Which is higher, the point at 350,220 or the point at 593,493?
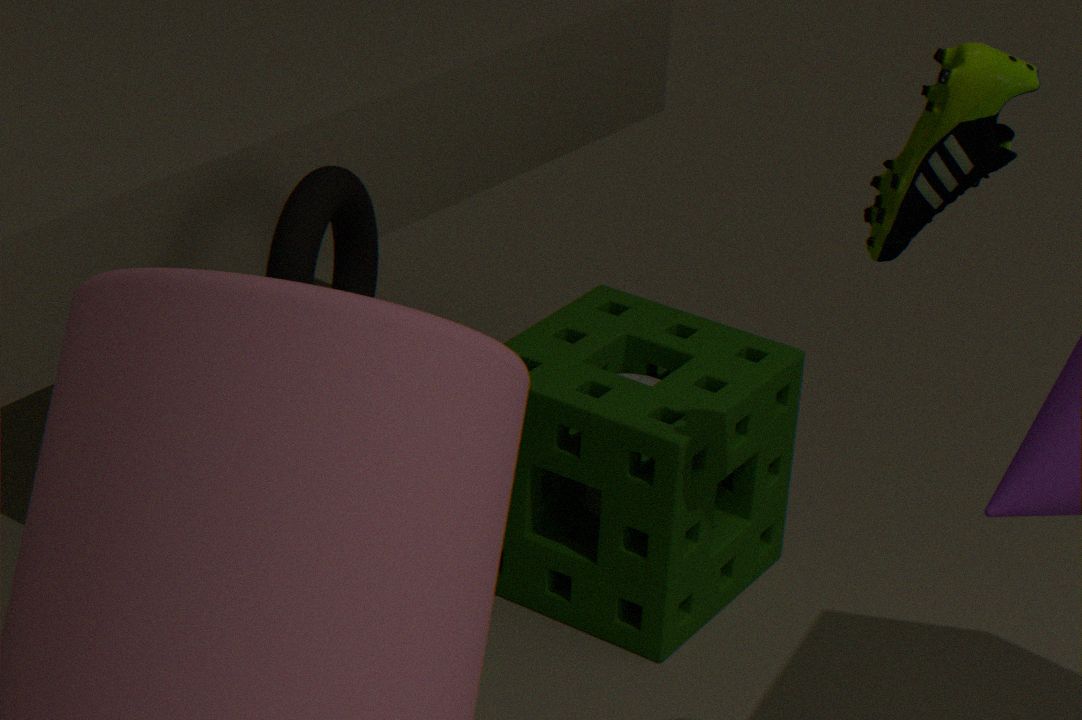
the point at 350,220
